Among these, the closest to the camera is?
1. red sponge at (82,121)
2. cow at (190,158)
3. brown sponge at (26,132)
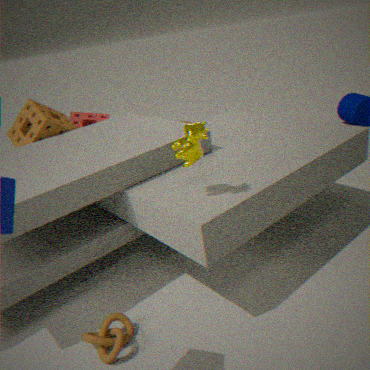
cow at (190,158)
